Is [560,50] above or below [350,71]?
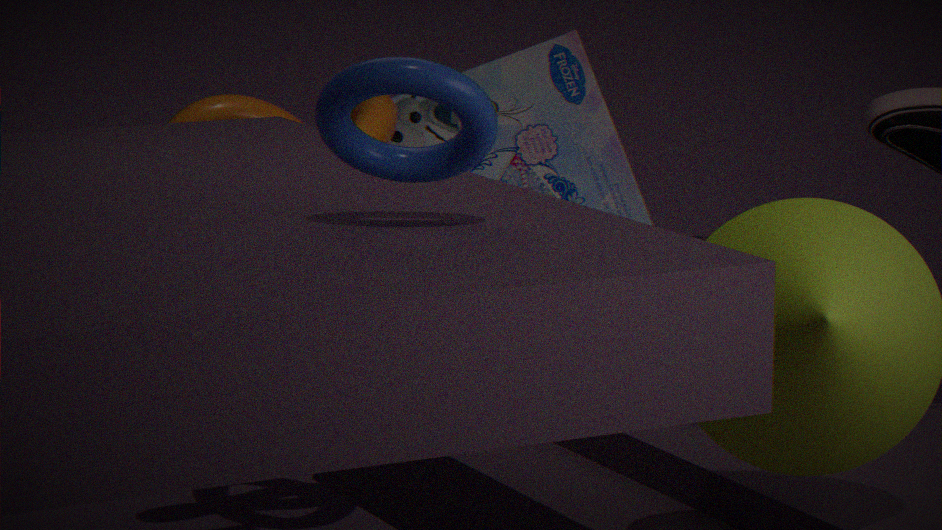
below
